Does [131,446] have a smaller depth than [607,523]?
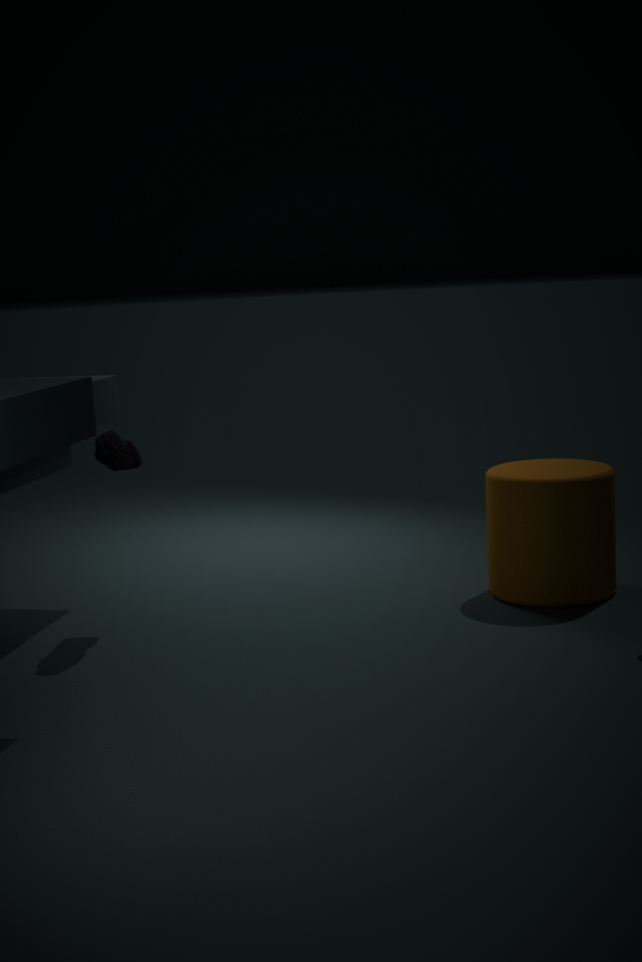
Yes
